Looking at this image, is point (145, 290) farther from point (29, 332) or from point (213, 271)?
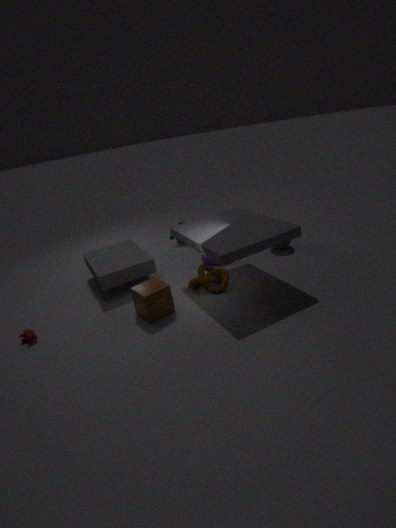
point (29, 332)
